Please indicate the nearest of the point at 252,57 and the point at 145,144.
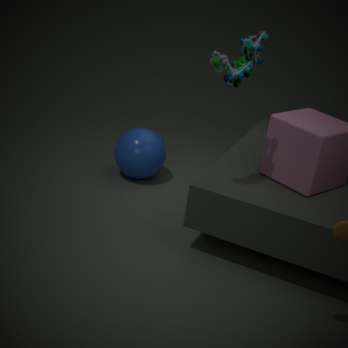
the point at 252,57
